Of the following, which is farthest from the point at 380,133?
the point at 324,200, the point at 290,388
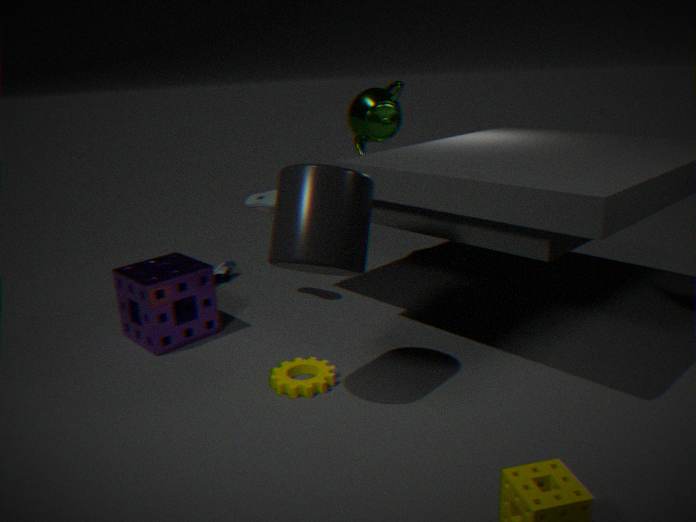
the point at 290,388
